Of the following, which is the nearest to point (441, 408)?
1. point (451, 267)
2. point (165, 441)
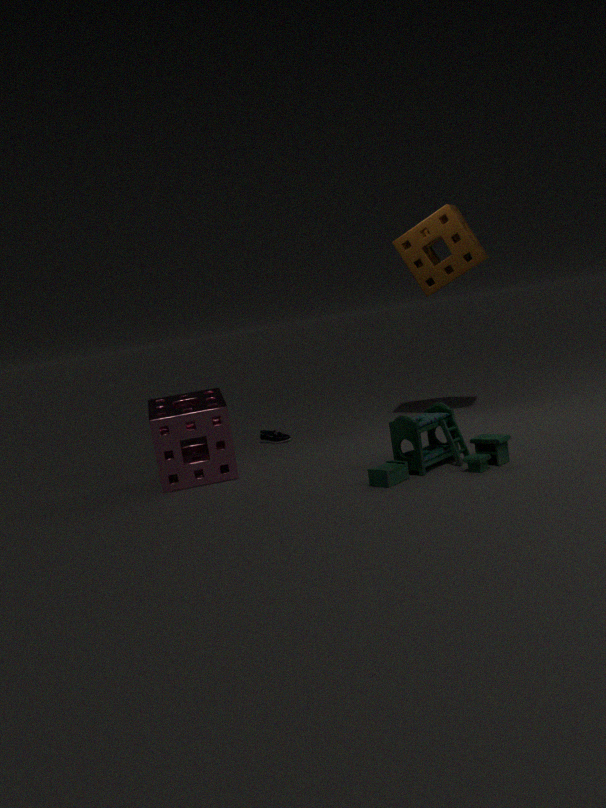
point (165, 441)
